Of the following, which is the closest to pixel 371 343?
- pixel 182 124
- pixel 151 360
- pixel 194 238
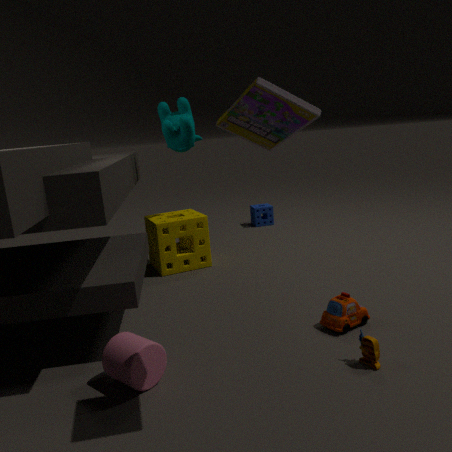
pixel 151 360
